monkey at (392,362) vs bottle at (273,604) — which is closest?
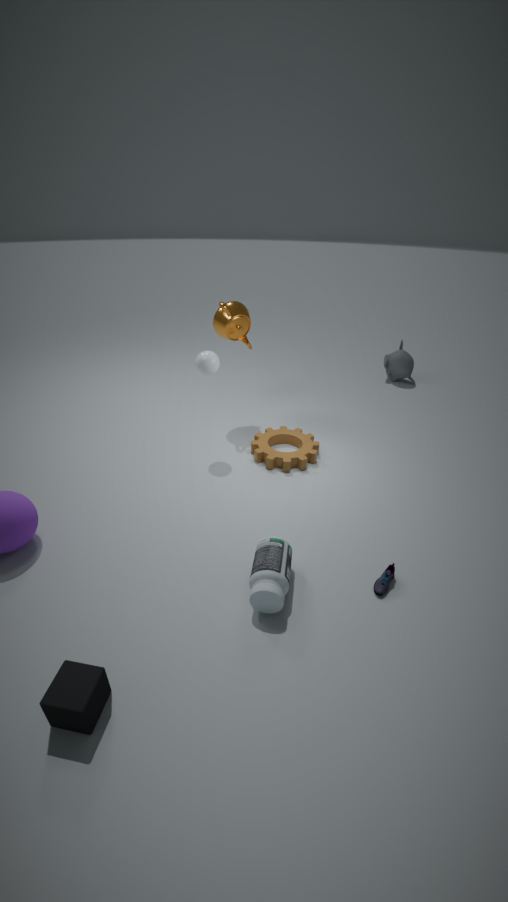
bottle at (273,604)
